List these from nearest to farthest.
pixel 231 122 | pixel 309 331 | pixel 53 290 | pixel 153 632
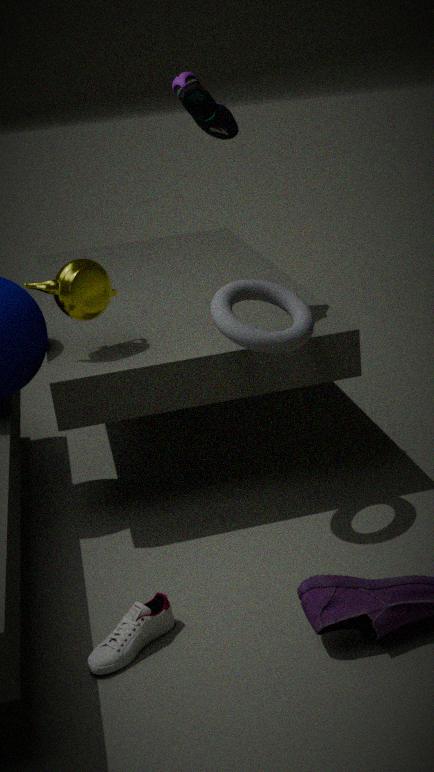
pixel 153 632
pixel 309 331
pixel 53 290
pixel 231 122
